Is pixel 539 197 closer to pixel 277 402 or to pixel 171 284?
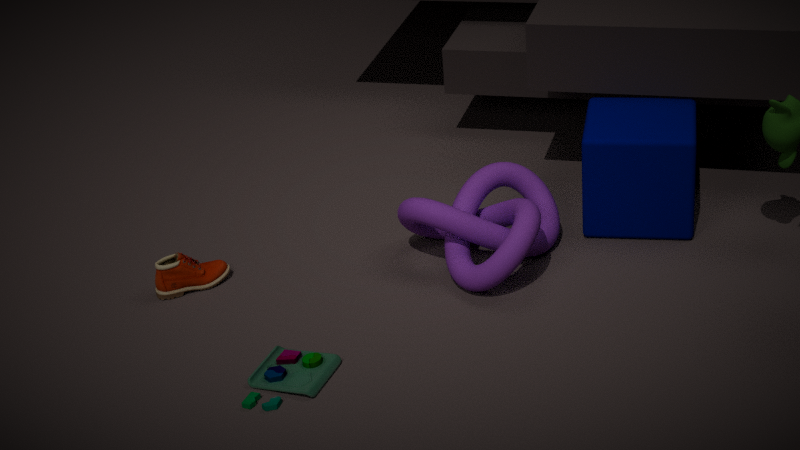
pixel 277 402
